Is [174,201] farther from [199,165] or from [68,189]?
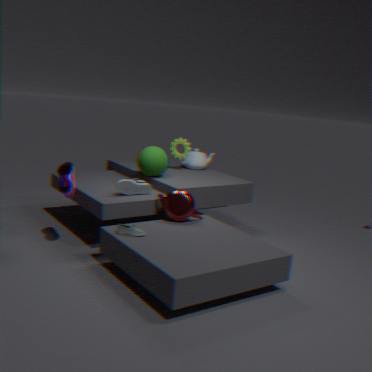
[199,165]
